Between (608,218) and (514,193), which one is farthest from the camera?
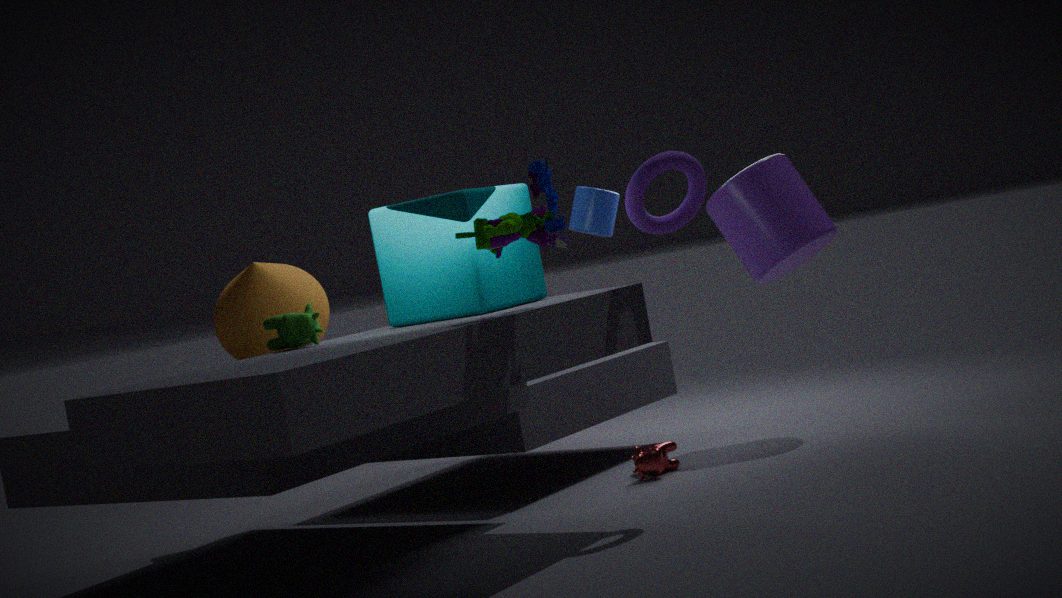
(608,218)
